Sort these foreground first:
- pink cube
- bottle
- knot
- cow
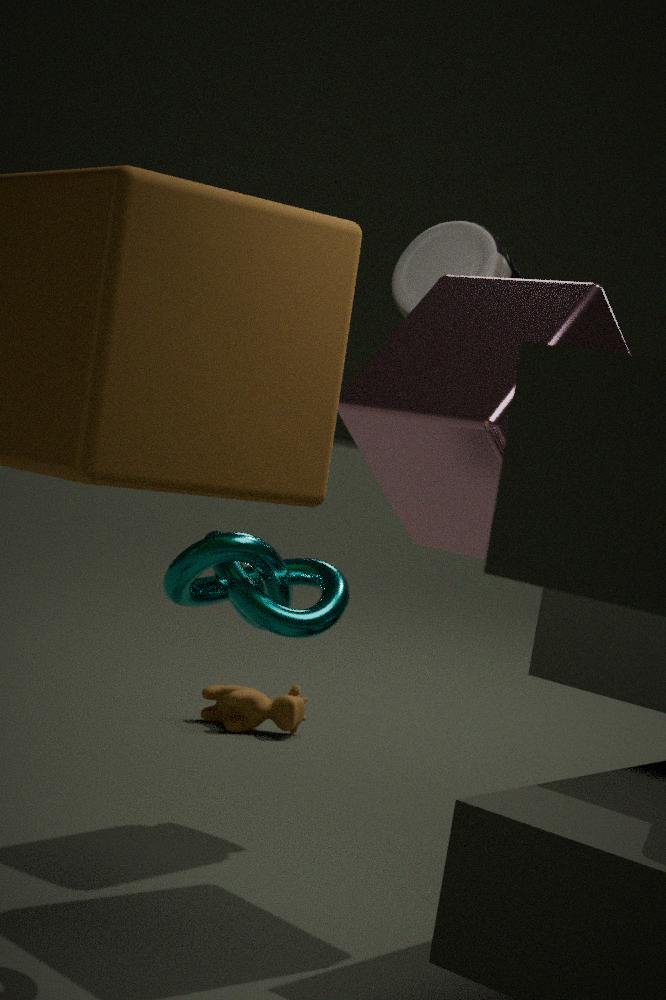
Answer: 1. knot
2. pink cube
3. bottle
4. cow
